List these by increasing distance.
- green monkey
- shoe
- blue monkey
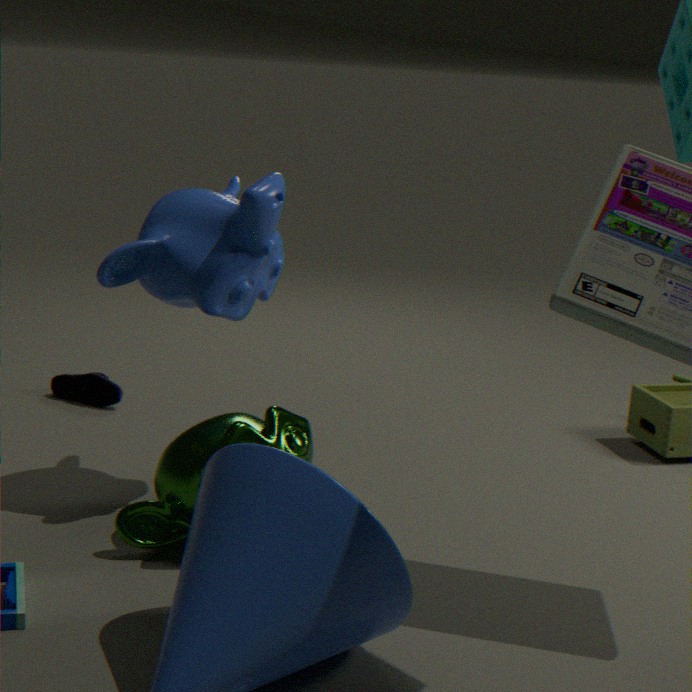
1. green monkey
2. blue monkey
3. shoe
